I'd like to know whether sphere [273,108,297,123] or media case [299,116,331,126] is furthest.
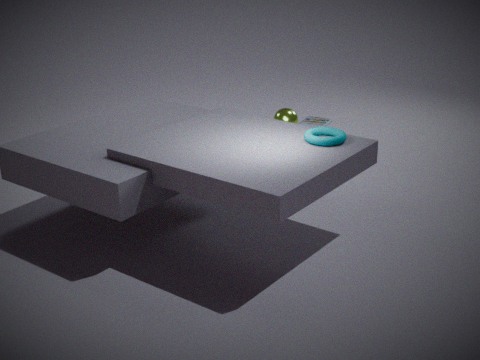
media case [299,116,331,126]
